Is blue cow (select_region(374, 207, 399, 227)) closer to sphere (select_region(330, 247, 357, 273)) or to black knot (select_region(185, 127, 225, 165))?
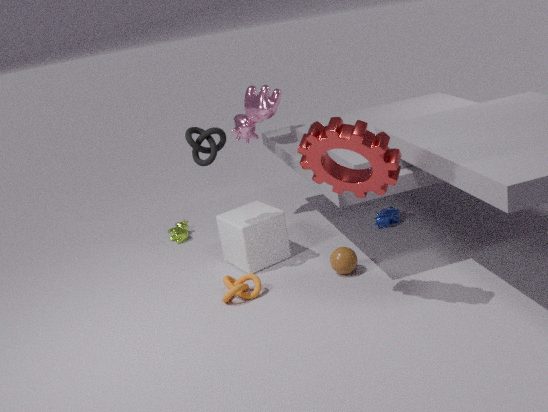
sphere (select_region(330, 247, 357, 273))
